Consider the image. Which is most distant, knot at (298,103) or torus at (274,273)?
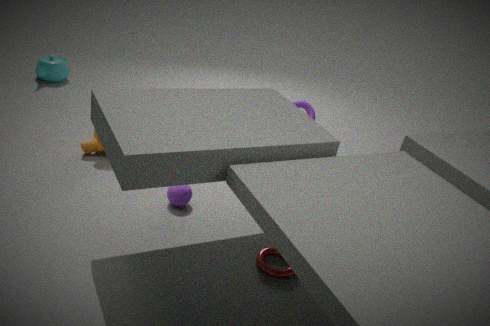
knot at (298,103)
